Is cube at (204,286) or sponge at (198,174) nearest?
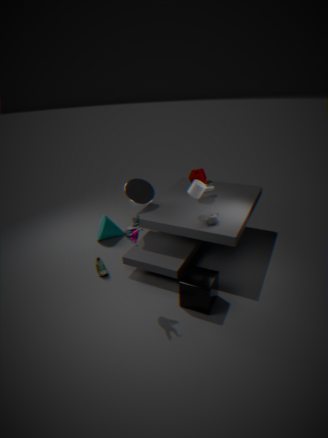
cube at (204,286)
